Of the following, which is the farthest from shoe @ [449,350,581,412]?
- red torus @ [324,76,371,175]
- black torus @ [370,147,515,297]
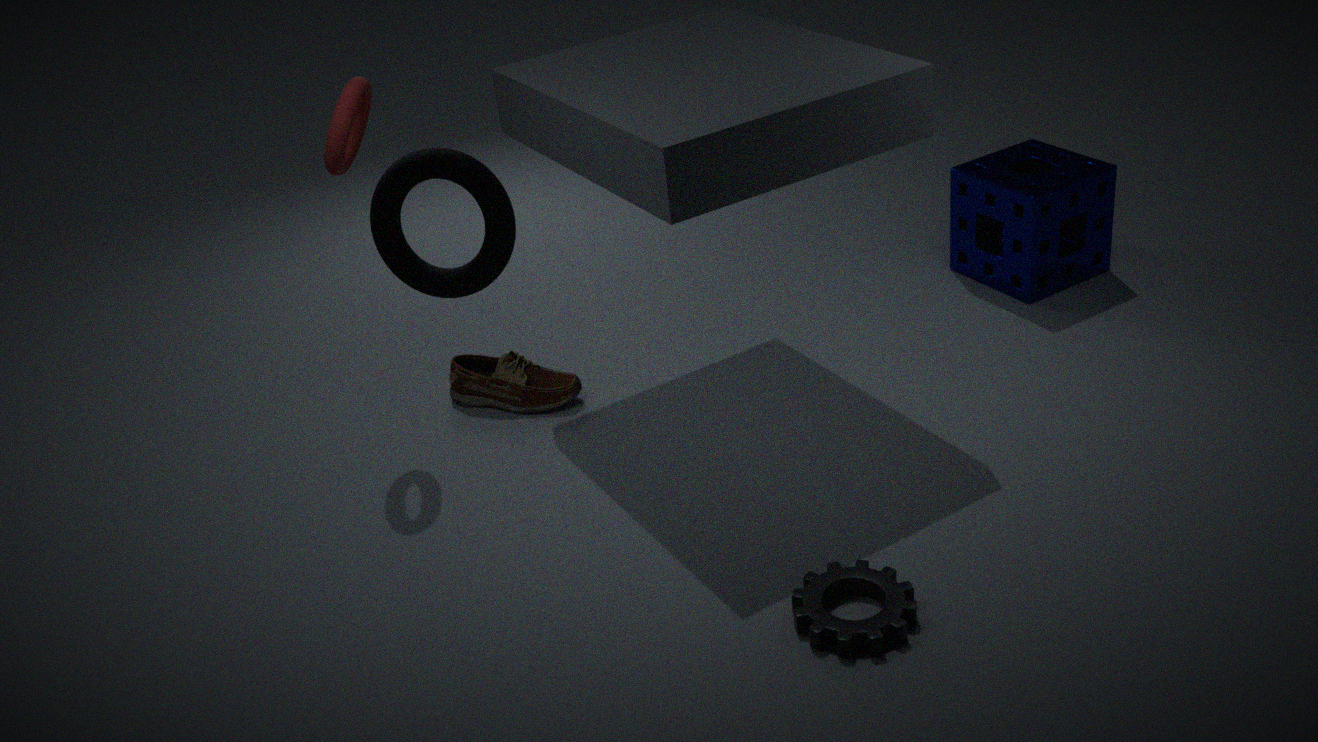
black torus @ [370,147,515,297]
